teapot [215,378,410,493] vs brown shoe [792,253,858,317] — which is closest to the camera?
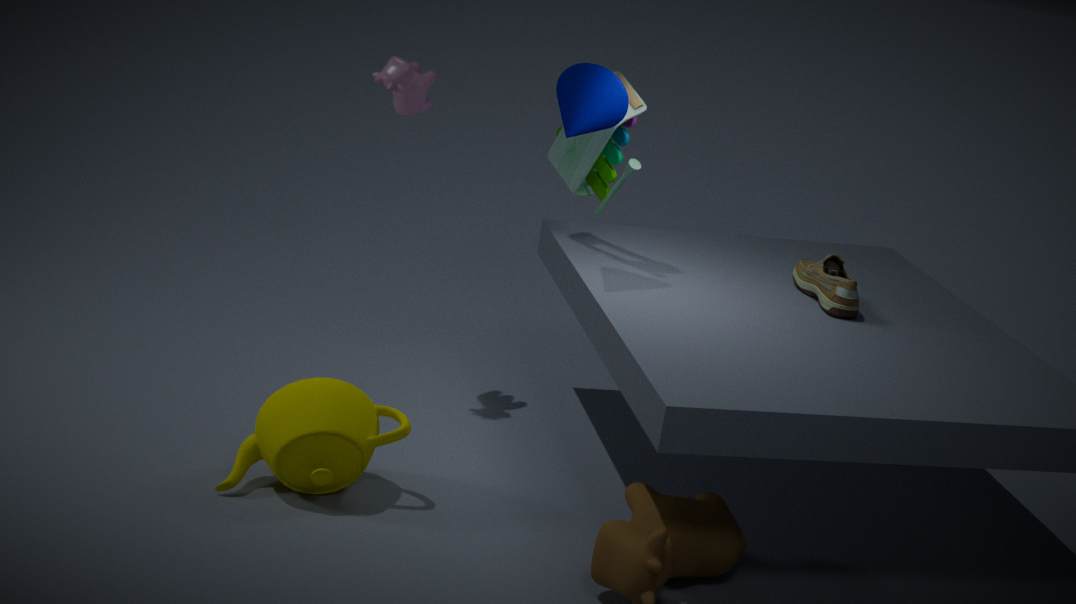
teapot [215,378,410,493]
